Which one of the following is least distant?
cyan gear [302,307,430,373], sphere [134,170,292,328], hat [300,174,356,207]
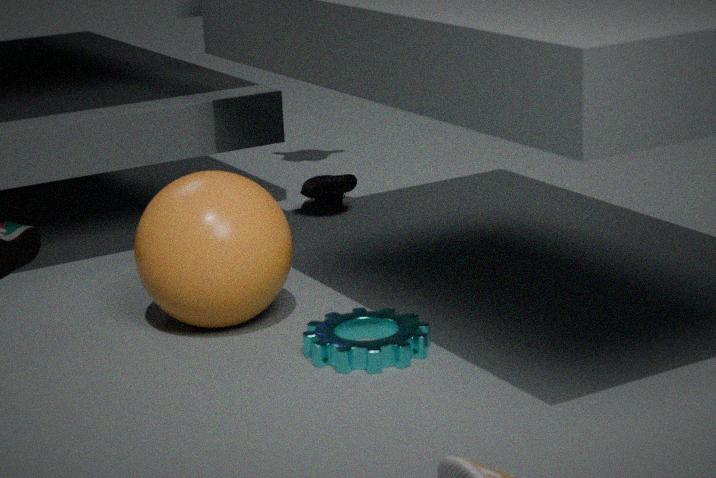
cyan gear [302,307,430,373]
